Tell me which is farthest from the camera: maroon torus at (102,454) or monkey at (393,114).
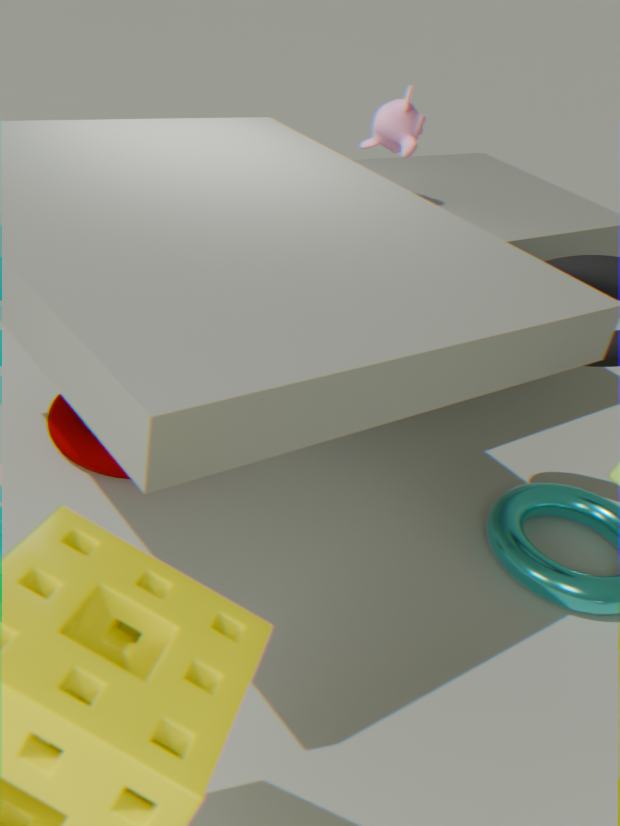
monkey at (393,114)
